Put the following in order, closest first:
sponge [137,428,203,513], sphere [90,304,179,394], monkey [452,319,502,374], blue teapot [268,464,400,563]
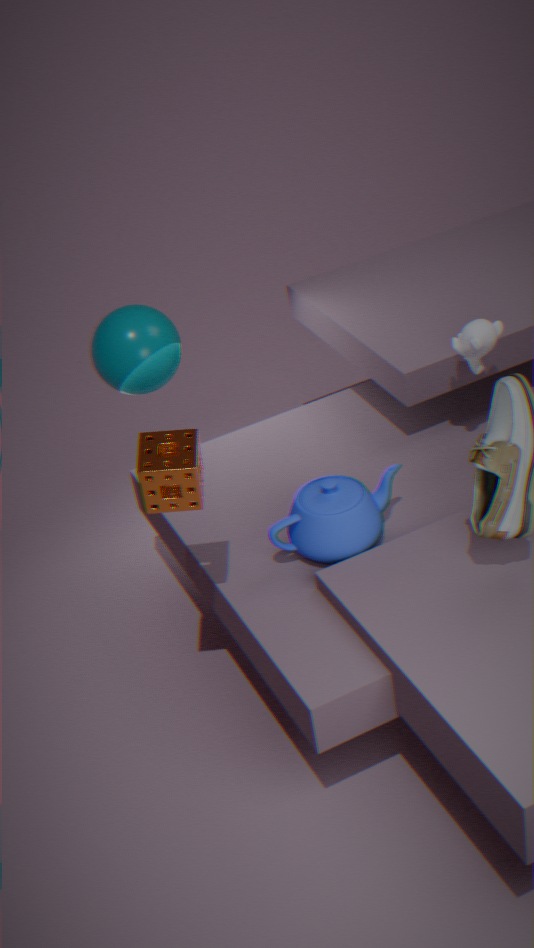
sponge [137,428,203,513]
blue teapot [268,464,400,563]
monkey [452,319,502,374]
sphere [90,304,179,394]
